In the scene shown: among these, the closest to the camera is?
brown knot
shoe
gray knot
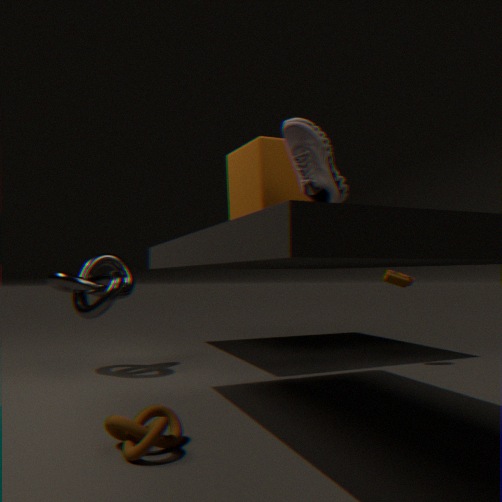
brown knot
